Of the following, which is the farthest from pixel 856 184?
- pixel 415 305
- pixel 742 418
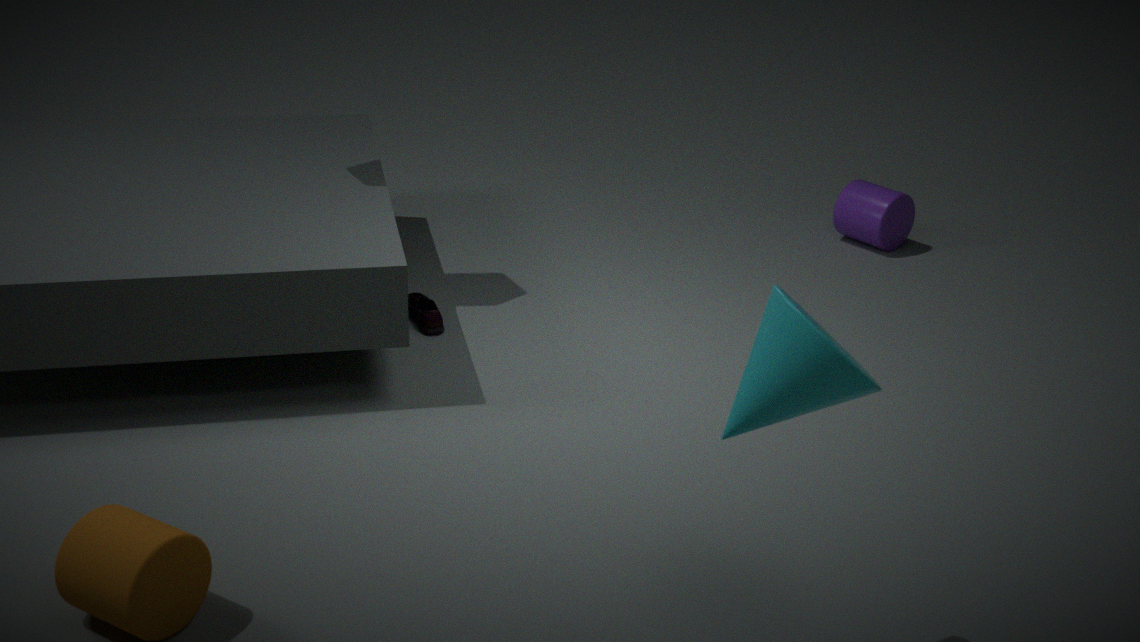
pixel 742 418
